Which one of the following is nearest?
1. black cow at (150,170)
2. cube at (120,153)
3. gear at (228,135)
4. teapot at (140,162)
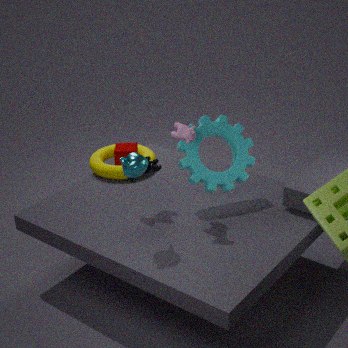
teapot at (140,162)
